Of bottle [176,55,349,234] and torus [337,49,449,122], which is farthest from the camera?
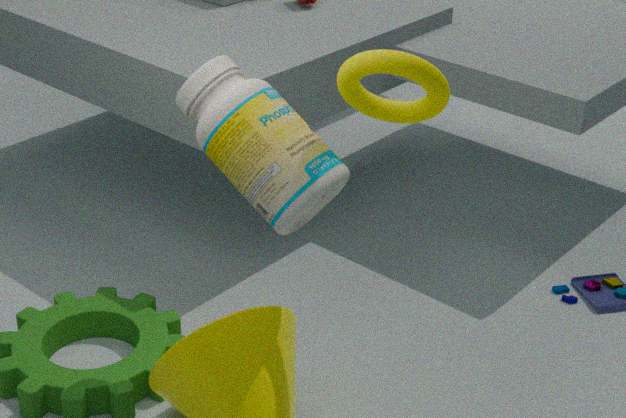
bottle [176,55,349,234]
